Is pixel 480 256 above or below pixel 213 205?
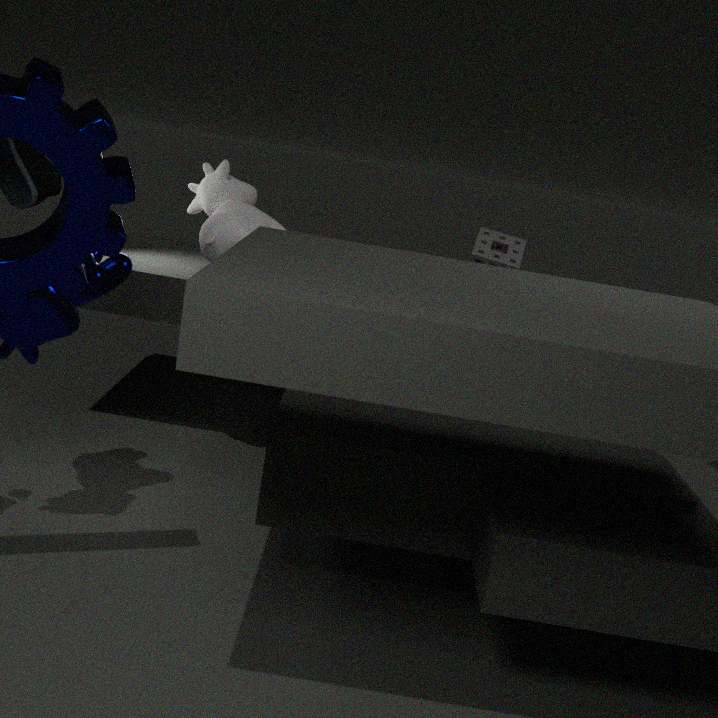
below
